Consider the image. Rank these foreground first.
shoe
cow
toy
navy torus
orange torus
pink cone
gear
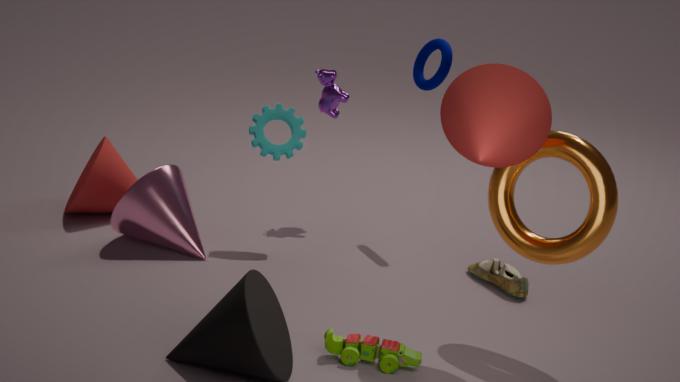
toy
orange torus
shoe
pink cone
gear
navy torus
cow
